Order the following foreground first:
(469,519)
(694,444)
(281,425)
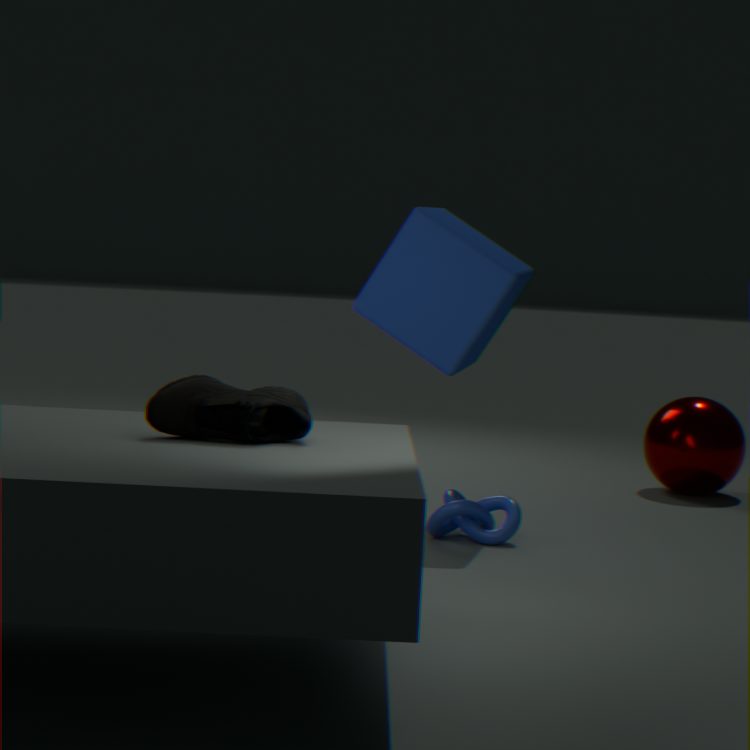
1. (281,425)
2. (469,519)
3. (694,444)
